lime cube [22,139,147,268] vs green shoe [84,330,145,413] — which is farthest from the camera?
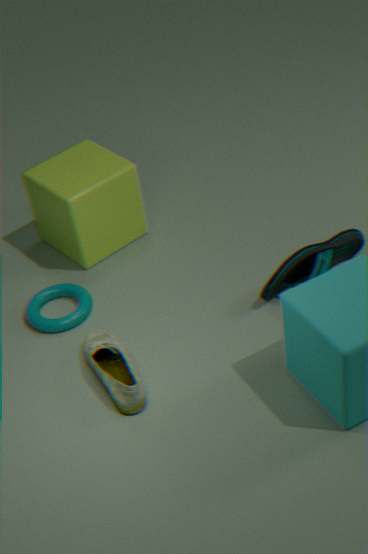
lime cube [22,139,147,268]
